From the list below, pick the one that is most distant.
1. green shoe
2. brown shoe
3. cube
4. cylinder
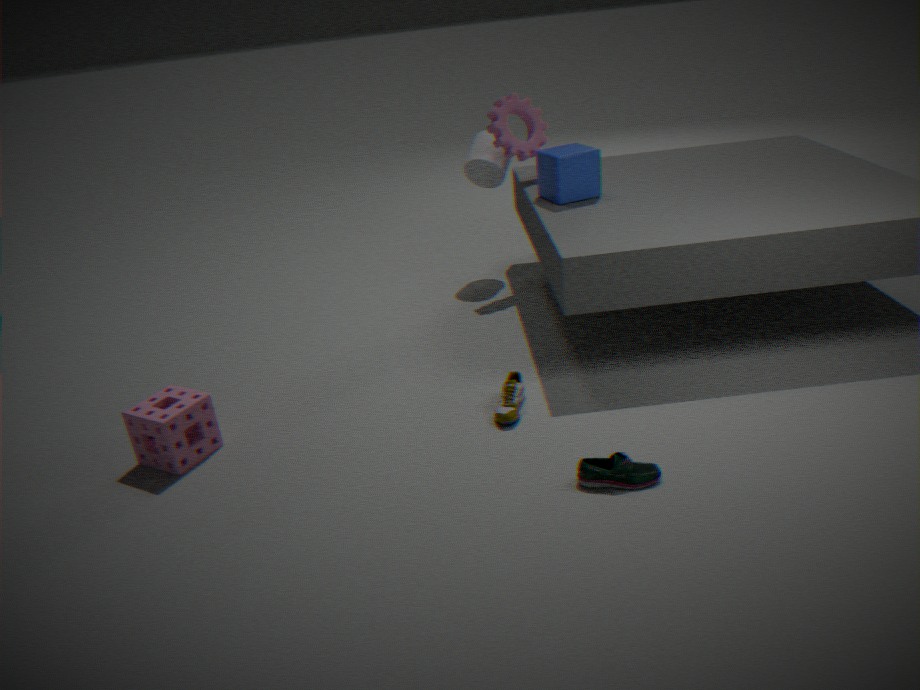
cylinder
